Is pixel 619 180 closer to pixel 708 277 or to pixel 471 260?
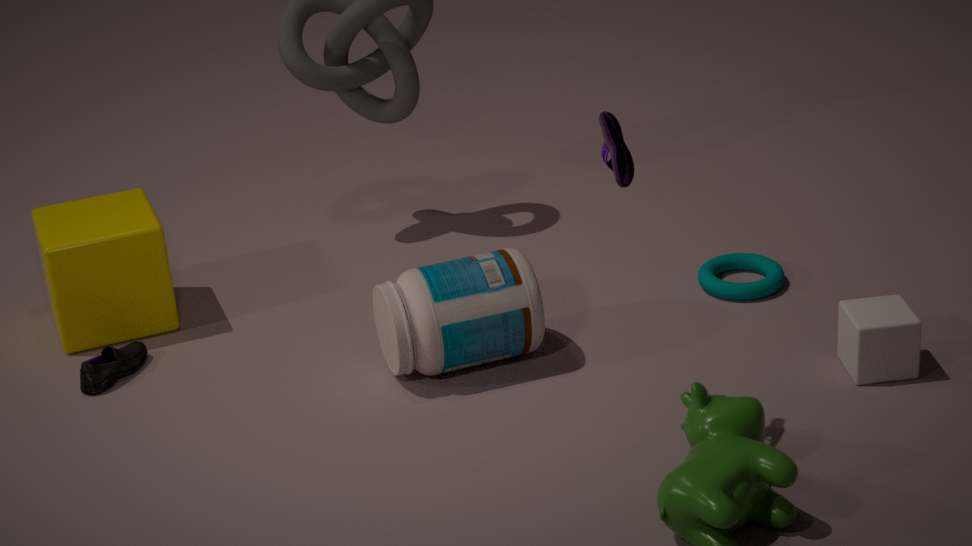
pixel 471 260
